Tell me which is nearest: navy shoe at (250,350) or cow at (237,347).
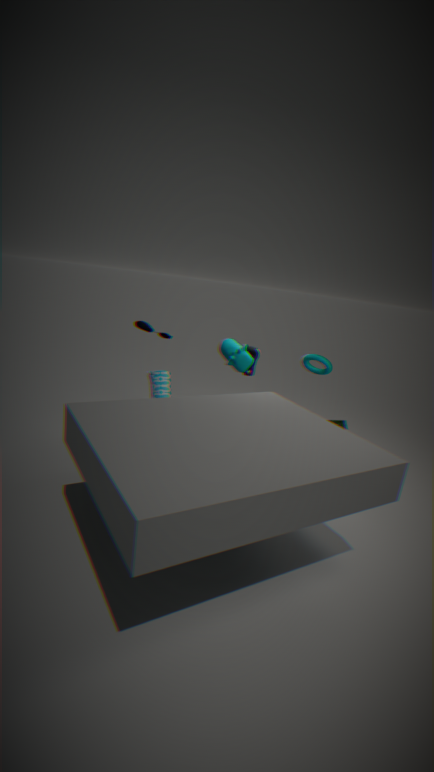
cow at (237,347)
